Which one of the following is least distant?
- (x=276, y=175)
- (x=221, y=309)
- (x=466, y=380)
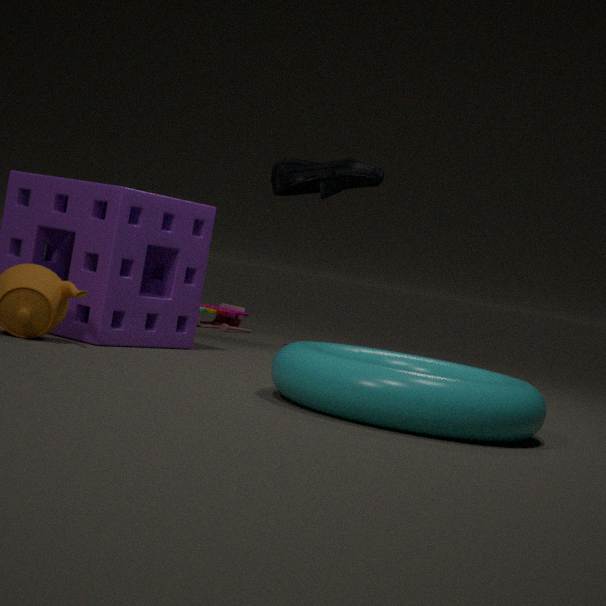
(x=466, y=380)
